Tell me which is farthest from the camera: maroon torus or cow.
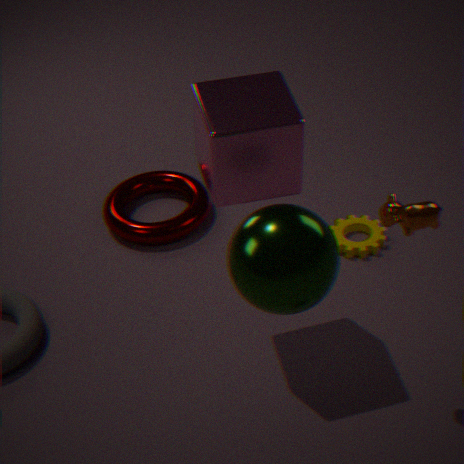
maroon torus
